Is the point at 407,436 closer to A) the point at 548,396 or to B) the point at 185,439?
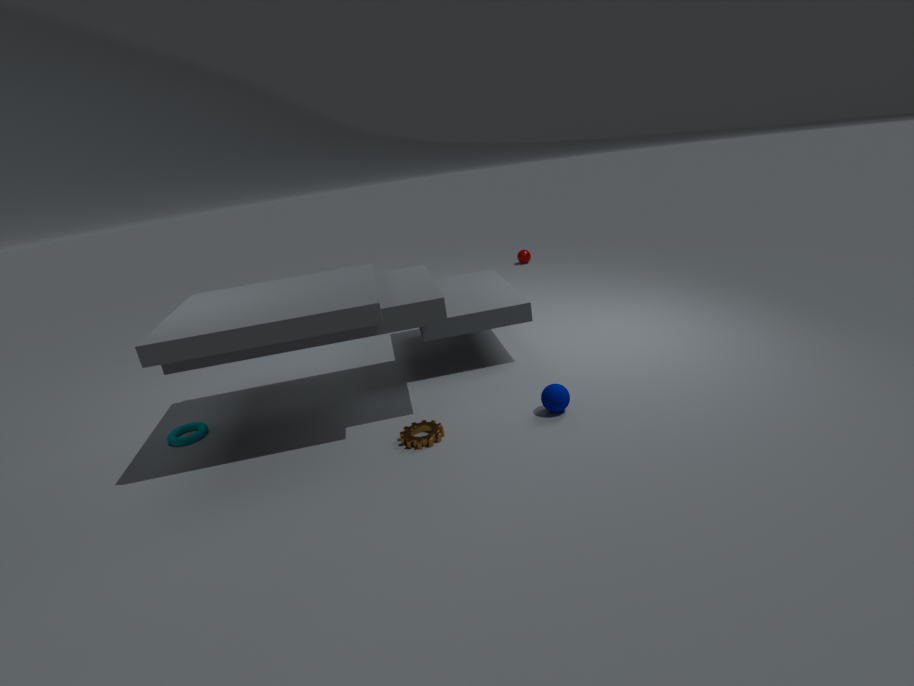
A) the point at 548,396
